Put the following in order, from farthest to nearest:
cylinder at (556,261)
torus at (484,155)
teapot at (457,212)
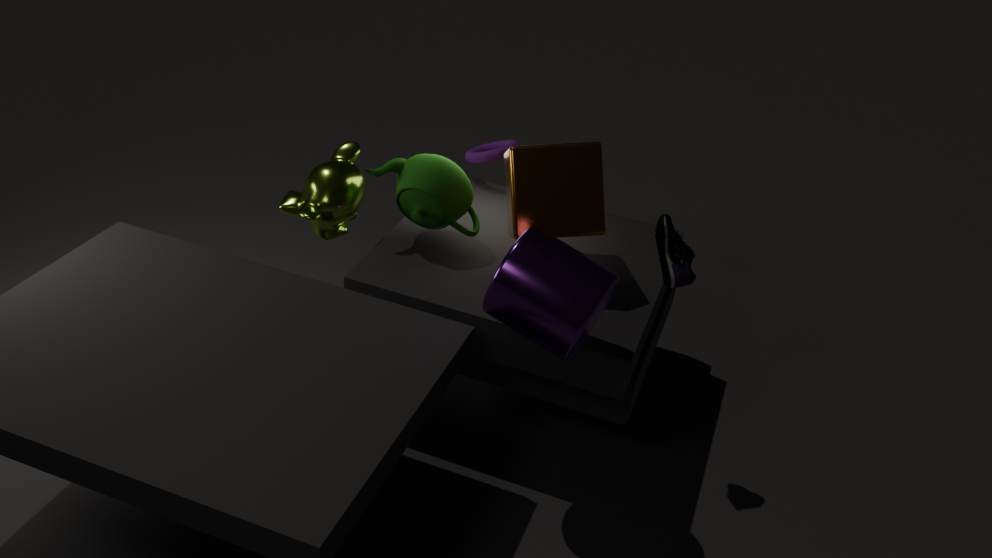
torus at (484,155), teapot at (457,212), cylinder at (556,261)
